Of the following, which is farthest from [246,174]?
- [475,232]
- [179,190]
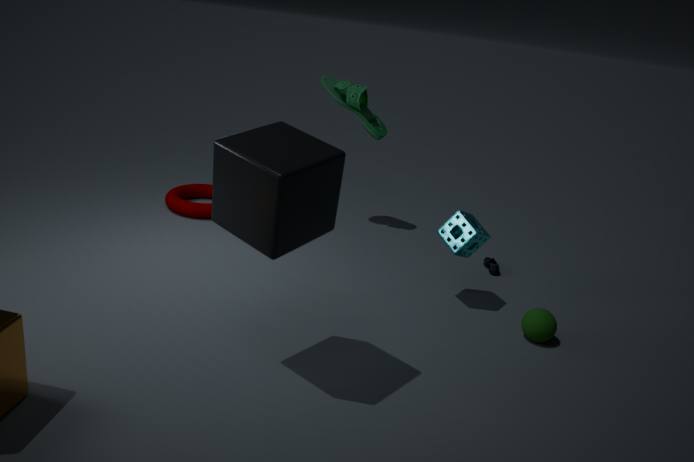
[179,190]
